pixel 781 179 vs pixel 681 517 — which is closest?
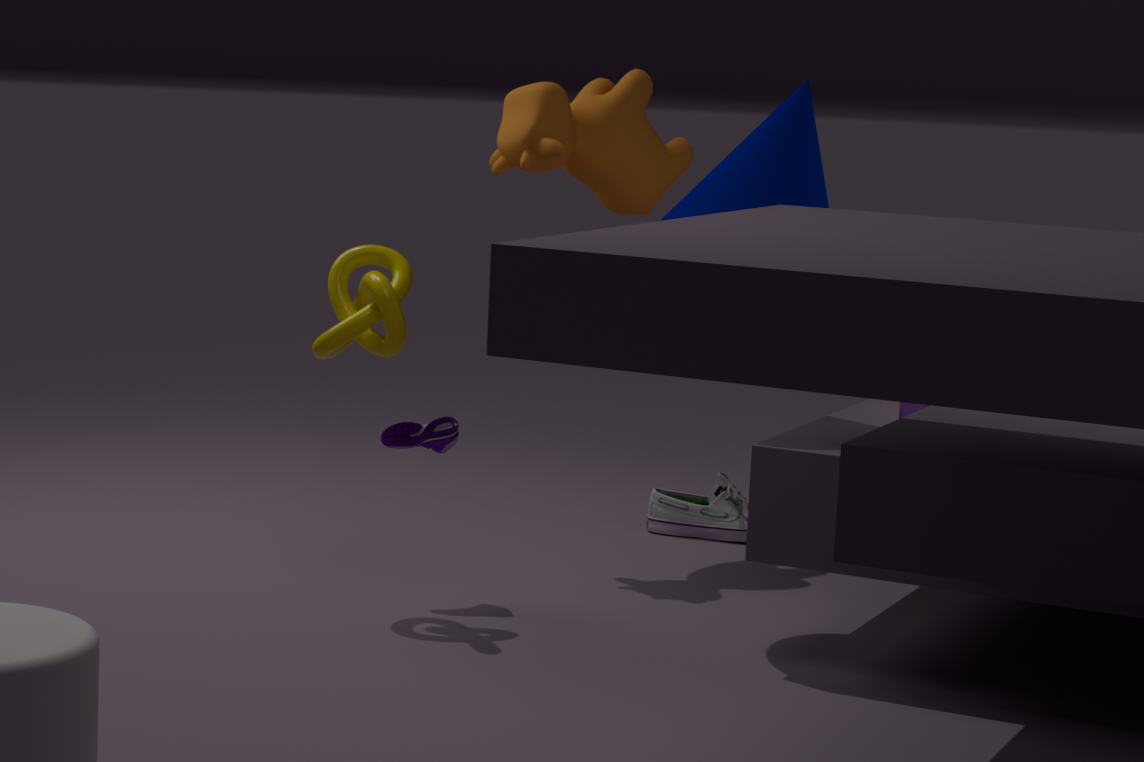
pixel 781 179
